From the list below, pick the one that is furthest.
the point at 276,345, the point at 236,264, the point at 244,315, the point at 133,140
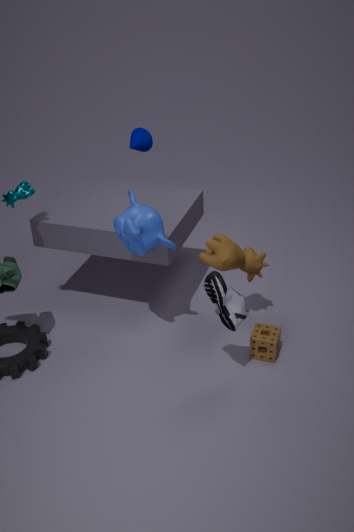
the point at 133,140
